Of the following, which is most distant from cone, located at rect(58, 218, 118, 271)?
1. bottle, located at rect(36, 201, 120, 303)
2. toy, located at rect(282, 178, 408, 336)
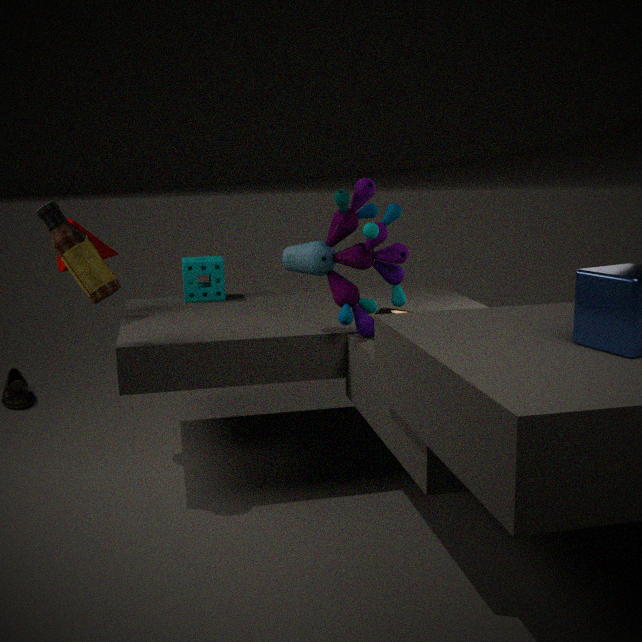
toy, located at rect(282, 178, 408, 336)
